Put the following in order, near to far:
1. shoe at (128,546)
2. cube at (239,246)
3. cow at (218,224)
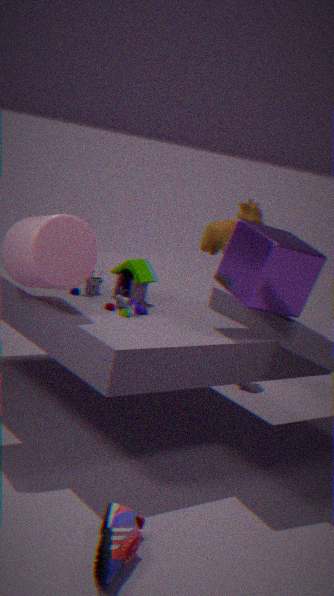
shoe at (128,546)
cube at (239,246)
cow at (218,224)
